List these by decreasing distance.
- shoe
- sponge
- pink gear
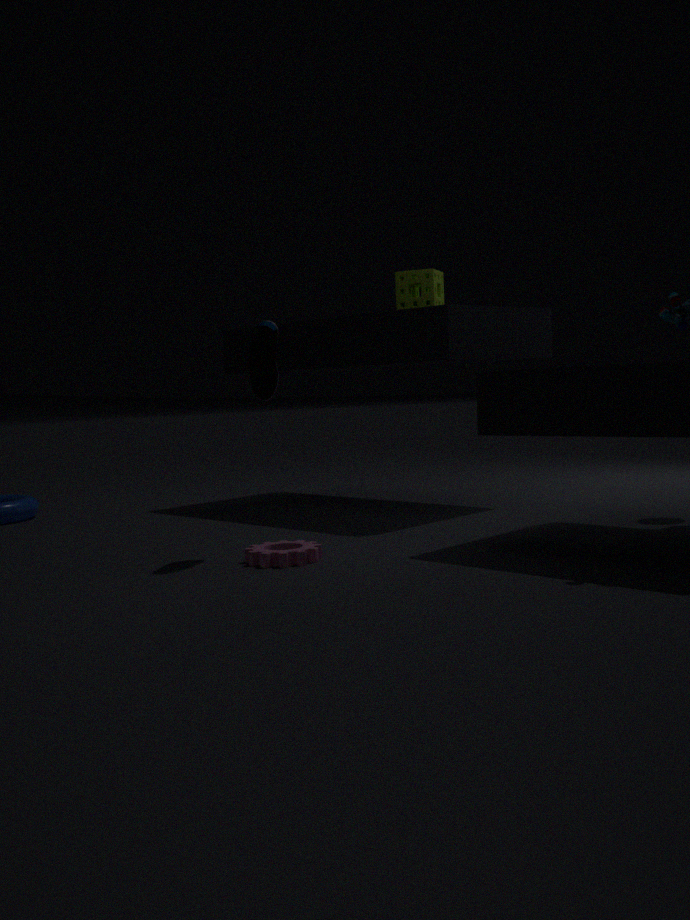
sponge → shoe → pink gear
